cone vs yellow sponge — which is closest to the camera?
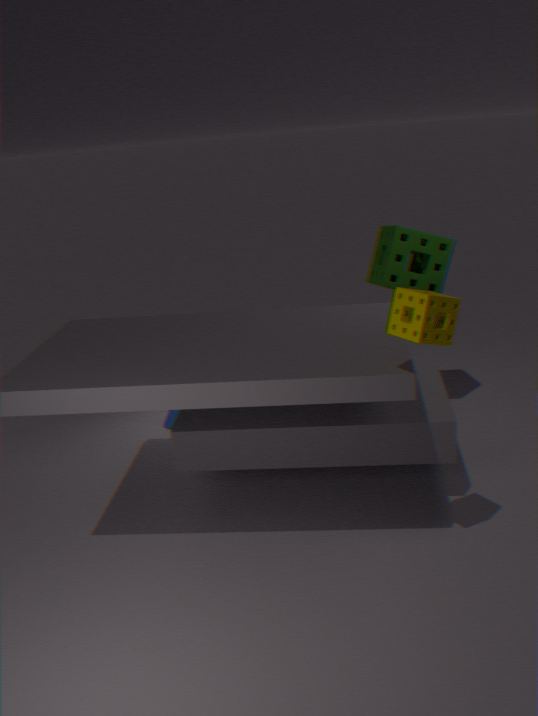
yellow sponge
